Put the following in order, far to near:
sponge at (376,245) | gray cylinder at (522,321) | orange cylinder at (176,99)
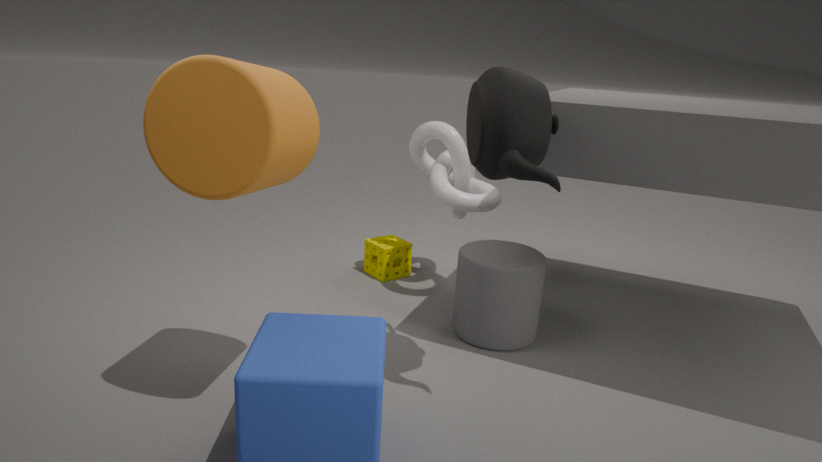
sponge at (376,245), gray cylinder at (522,321), orange cylinder at (176,99)
